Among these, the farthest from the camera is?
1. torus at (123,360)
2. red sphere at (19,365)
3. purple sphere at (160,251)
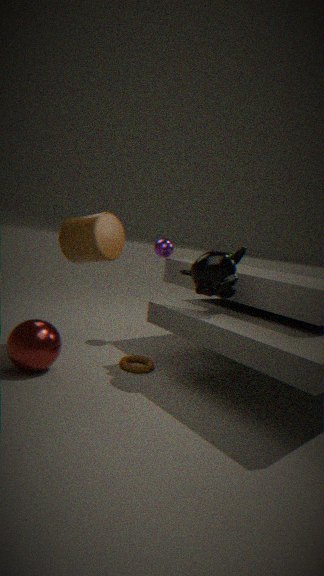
purple sphere at (160,251)
